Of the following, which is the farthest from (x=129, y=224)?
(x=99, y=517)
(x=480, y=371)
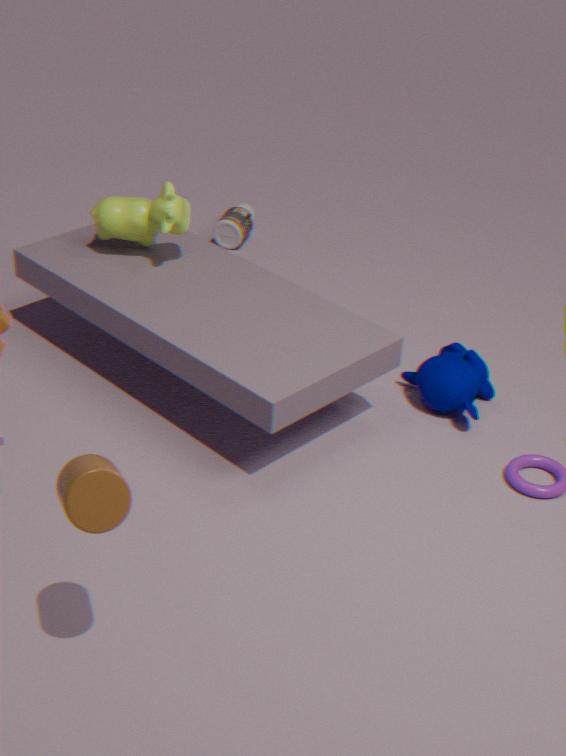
(x=99, y=517)
